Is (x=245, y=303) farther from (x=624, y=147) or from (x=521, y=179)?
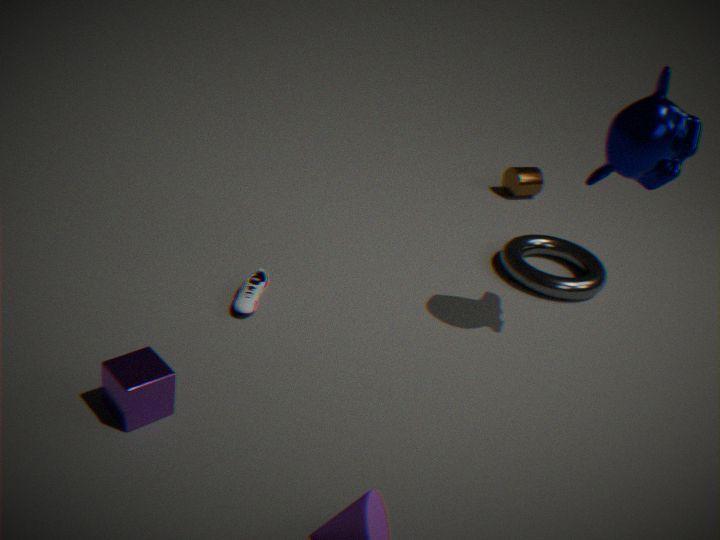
(x=521, y=179)
